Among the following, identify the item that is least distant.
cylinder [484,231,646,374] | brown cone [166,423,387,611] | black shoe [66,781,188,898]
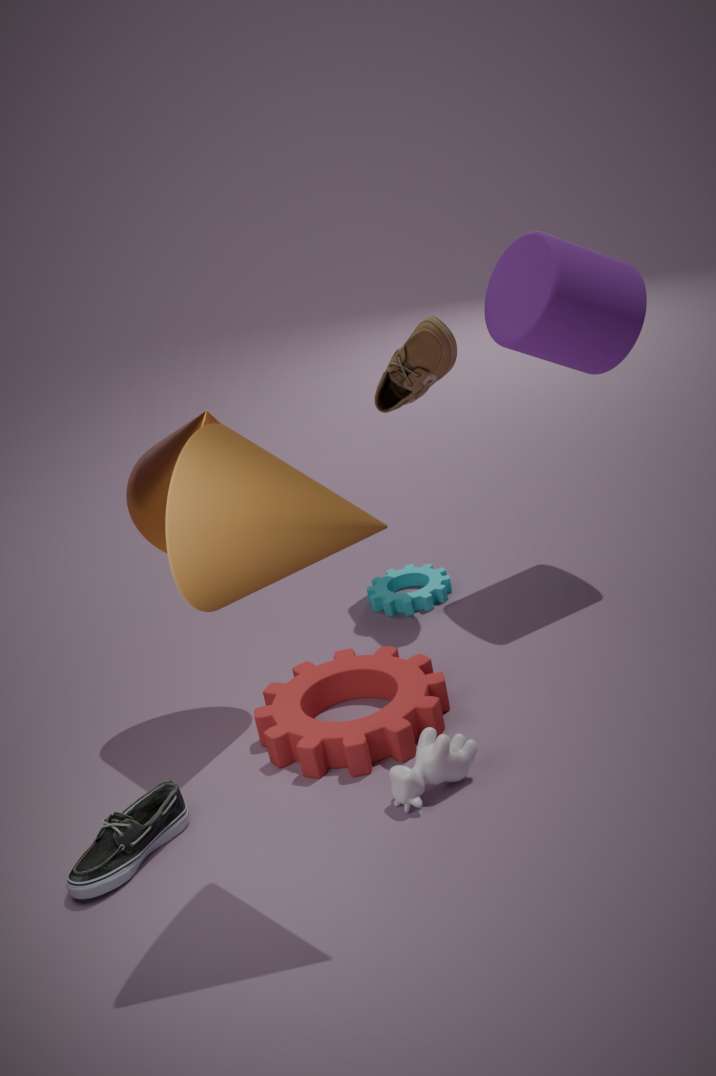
brown cone [166,423,387,611]
